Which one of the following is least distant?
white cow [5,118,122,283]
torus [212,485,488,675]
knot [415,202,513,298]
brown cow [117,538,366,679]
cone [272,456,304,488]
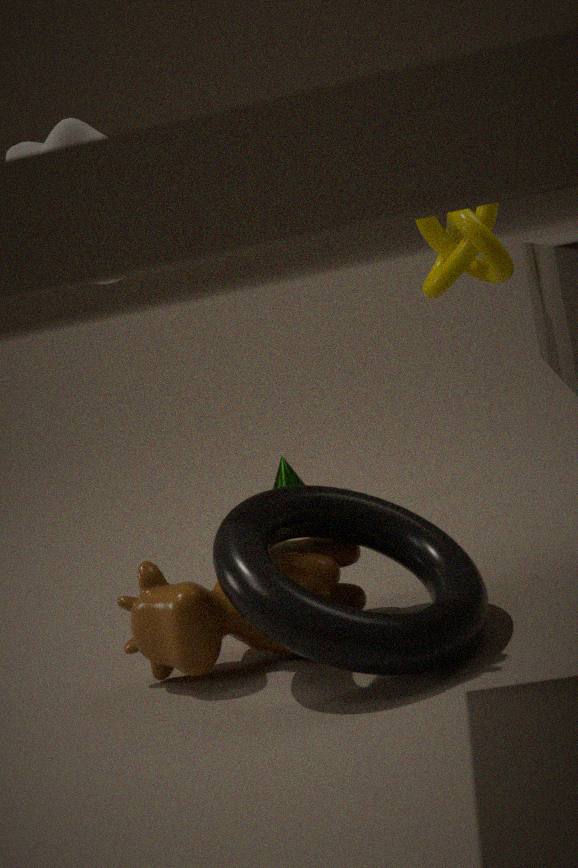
torus [212,485,488,675]
